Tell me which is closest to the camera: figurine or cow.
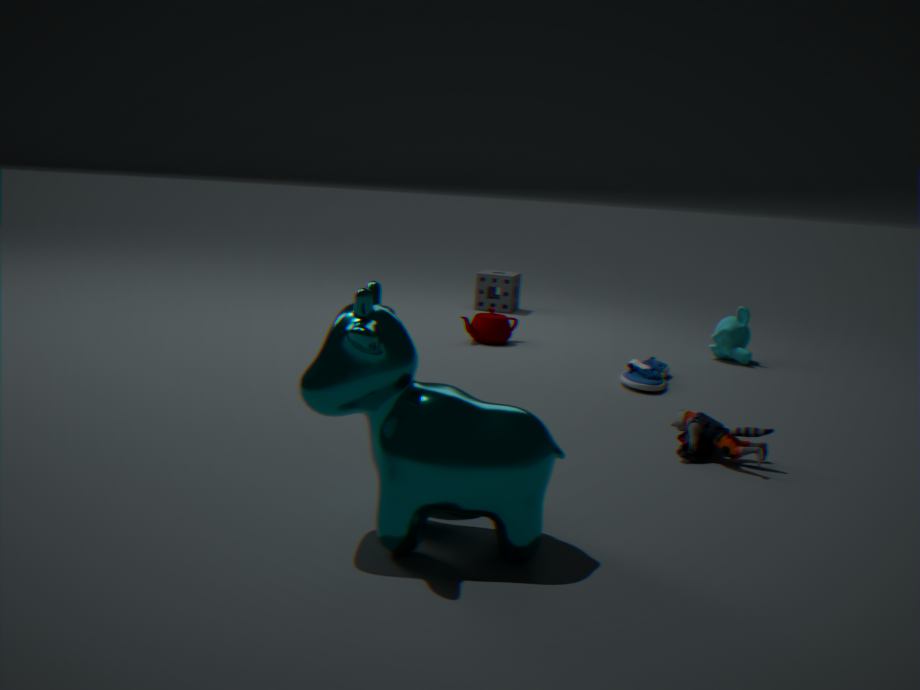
cow
